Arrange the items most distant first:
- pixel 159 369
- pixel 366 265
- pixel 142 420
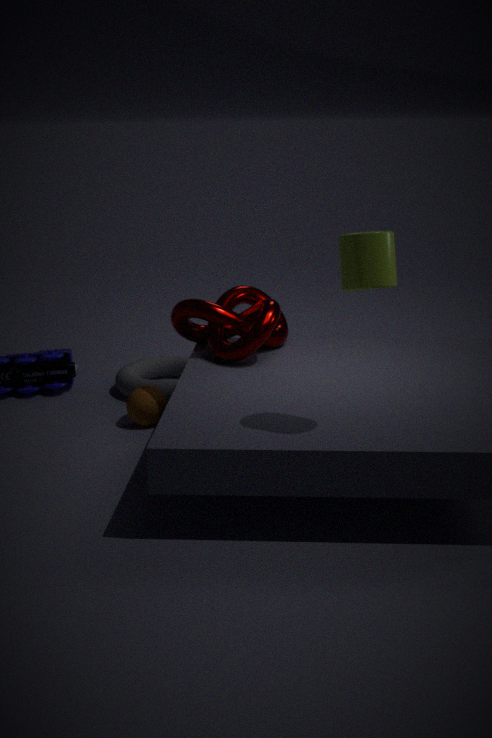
1. pixel 159 369
2. pixel 142 420
3. pixel 366 265
